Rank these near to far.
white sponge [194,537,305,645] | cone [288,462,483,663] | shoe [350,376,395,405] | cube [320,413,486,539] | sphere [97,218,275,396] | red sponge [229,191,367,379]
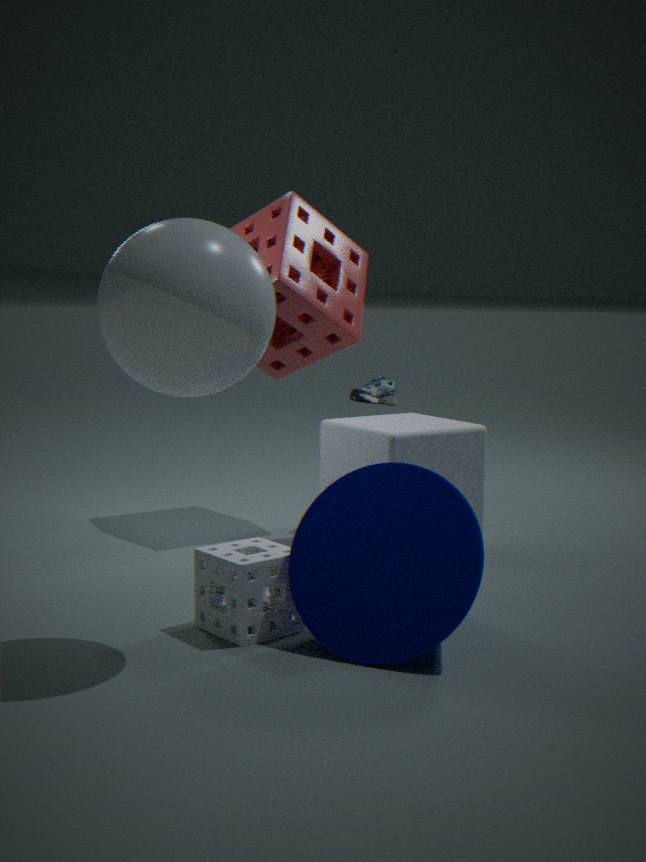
sphere [97,218,275,396], cone [288,462,483,663], white sponge [194,537,305,645], cube [320,413,486,539], red sponge [229,191,367,379], shoe [350,376,395,405]
